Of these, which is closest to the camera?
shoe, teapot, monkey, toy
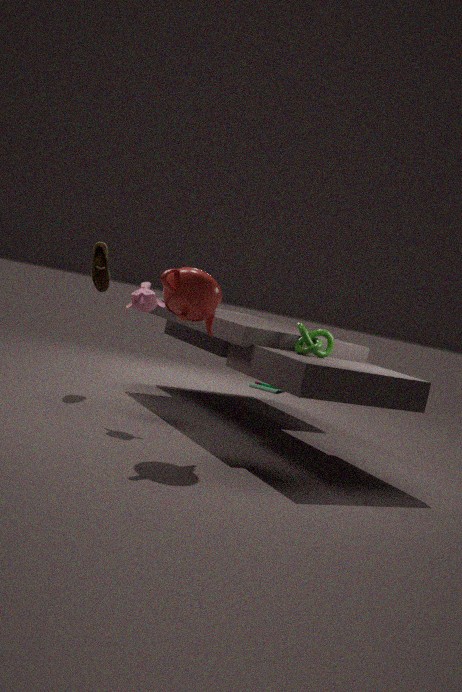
teapot
